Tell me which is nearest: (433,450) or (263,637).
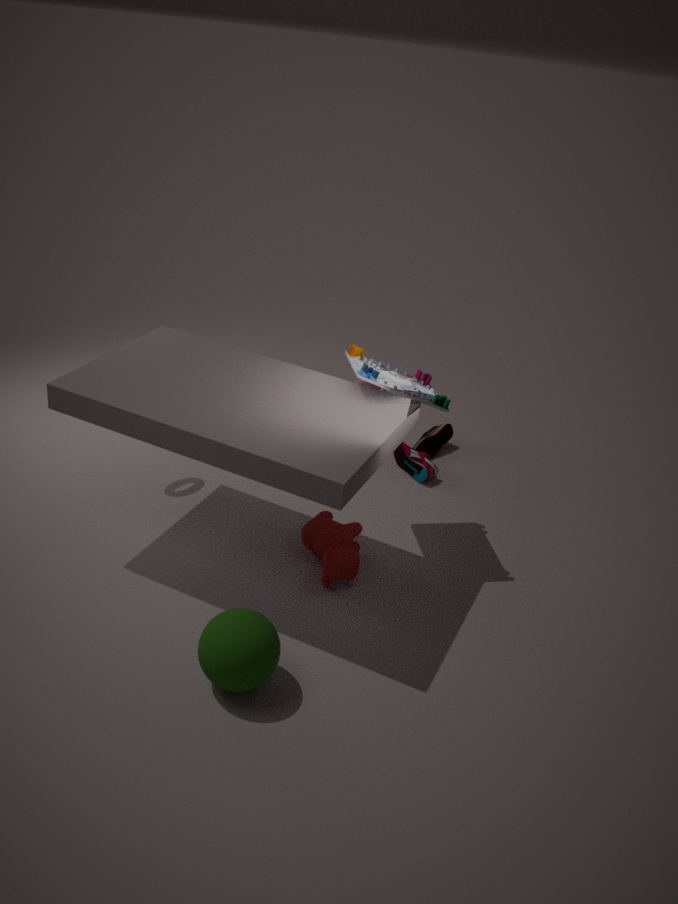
(263,637)
